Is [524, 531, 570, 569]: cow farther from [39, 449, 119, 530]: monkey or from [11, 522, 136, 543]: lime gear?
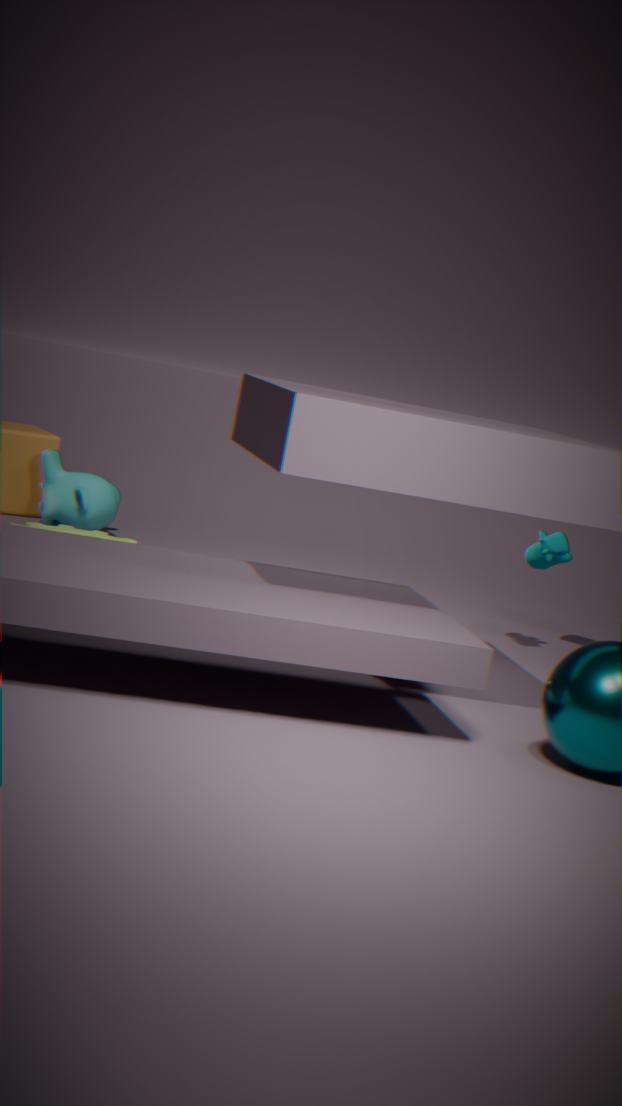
[39, 449, 119, 530]: monkey
